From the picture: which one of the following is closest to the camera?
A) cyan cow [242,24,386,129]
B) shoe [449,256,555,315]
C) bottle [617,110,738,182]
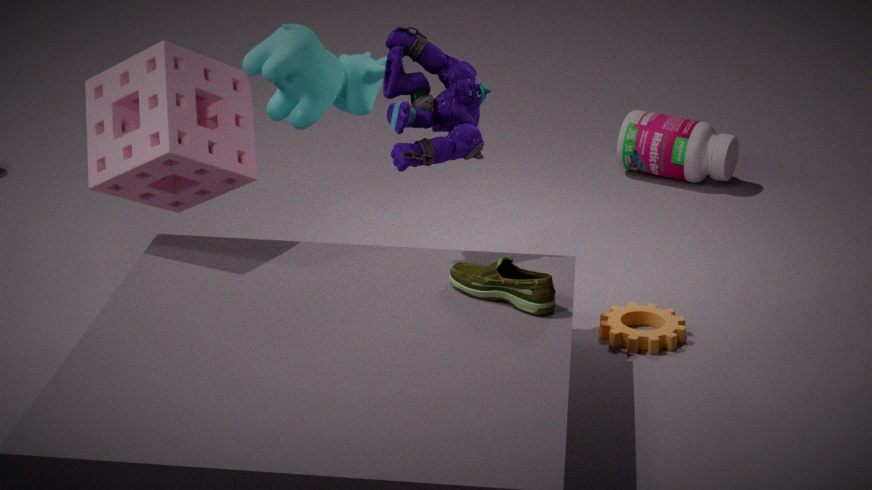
shoe [449,256,555,315]
